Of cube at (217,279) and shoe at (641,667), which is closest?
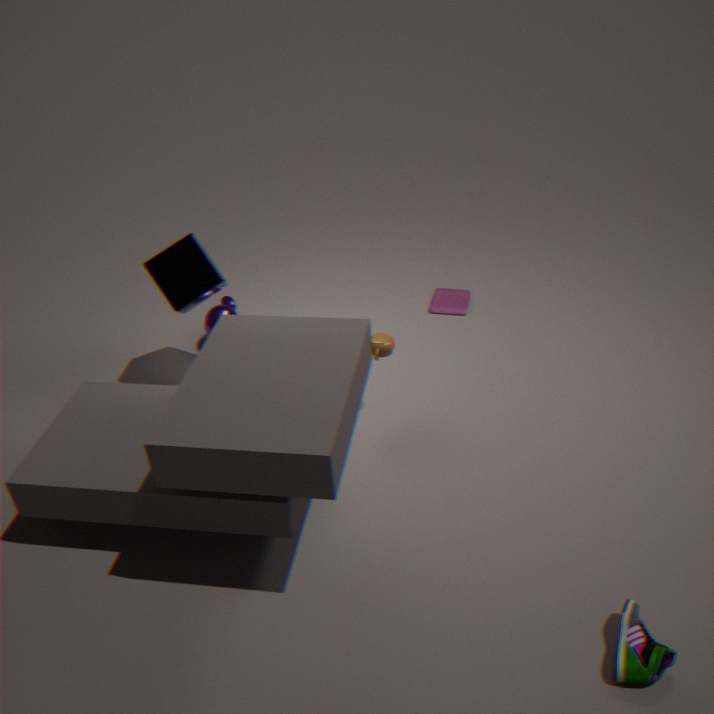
shoe at (641,667)
